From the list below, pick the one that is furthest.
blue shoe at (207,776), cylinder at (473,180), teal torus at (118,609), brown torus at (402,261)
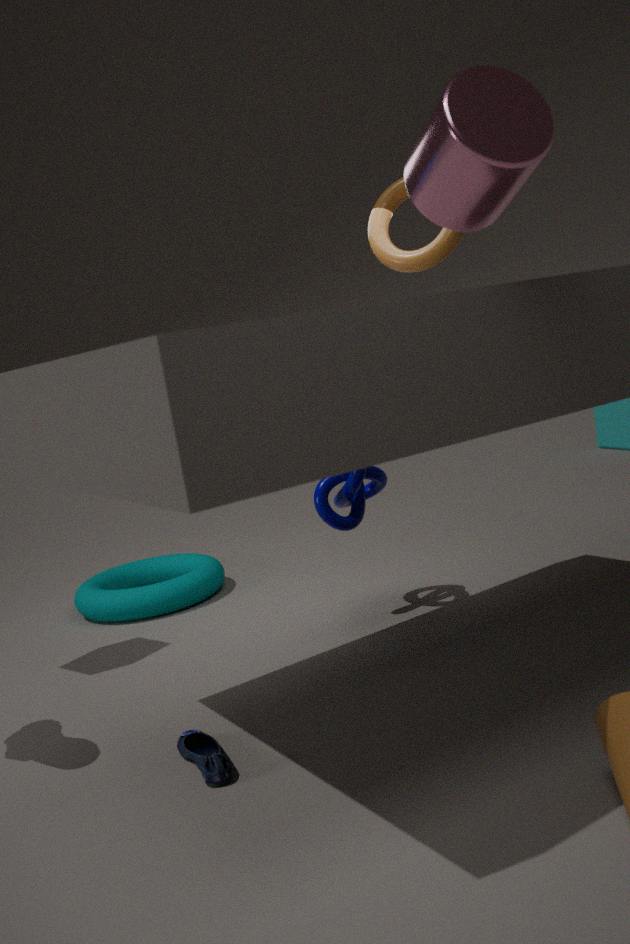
teal torus at (118,609)
